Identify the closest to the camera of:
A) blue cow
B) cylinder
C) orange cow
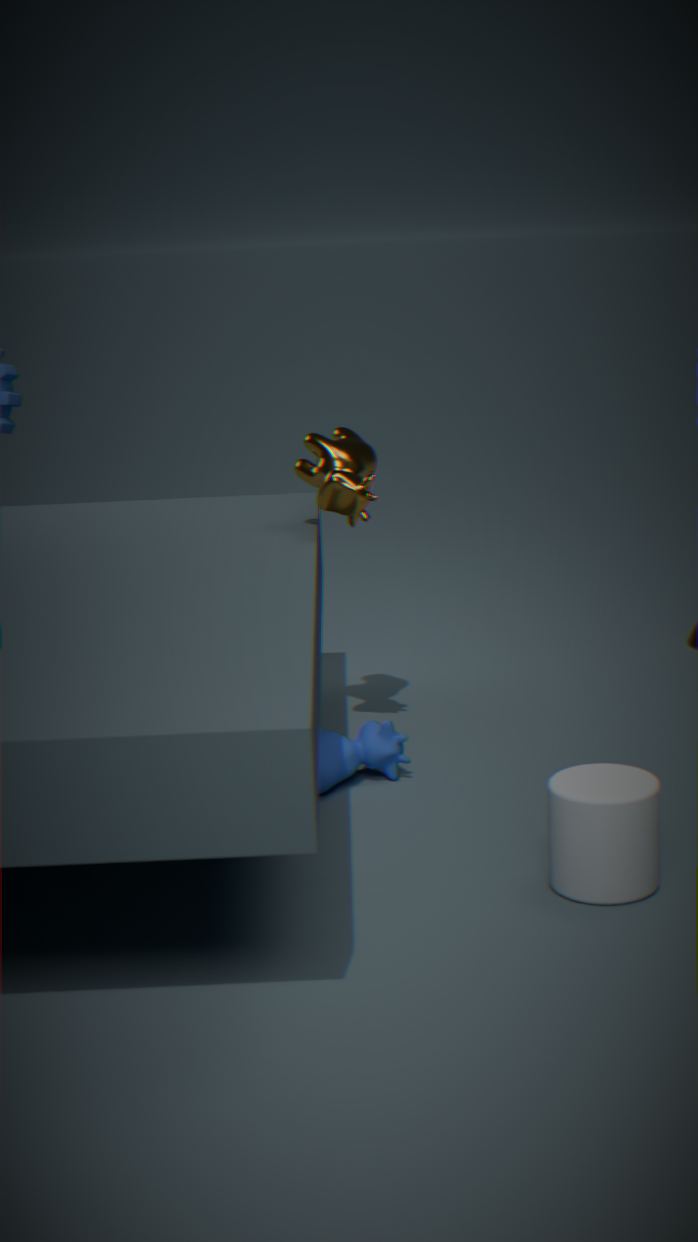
cylinder
